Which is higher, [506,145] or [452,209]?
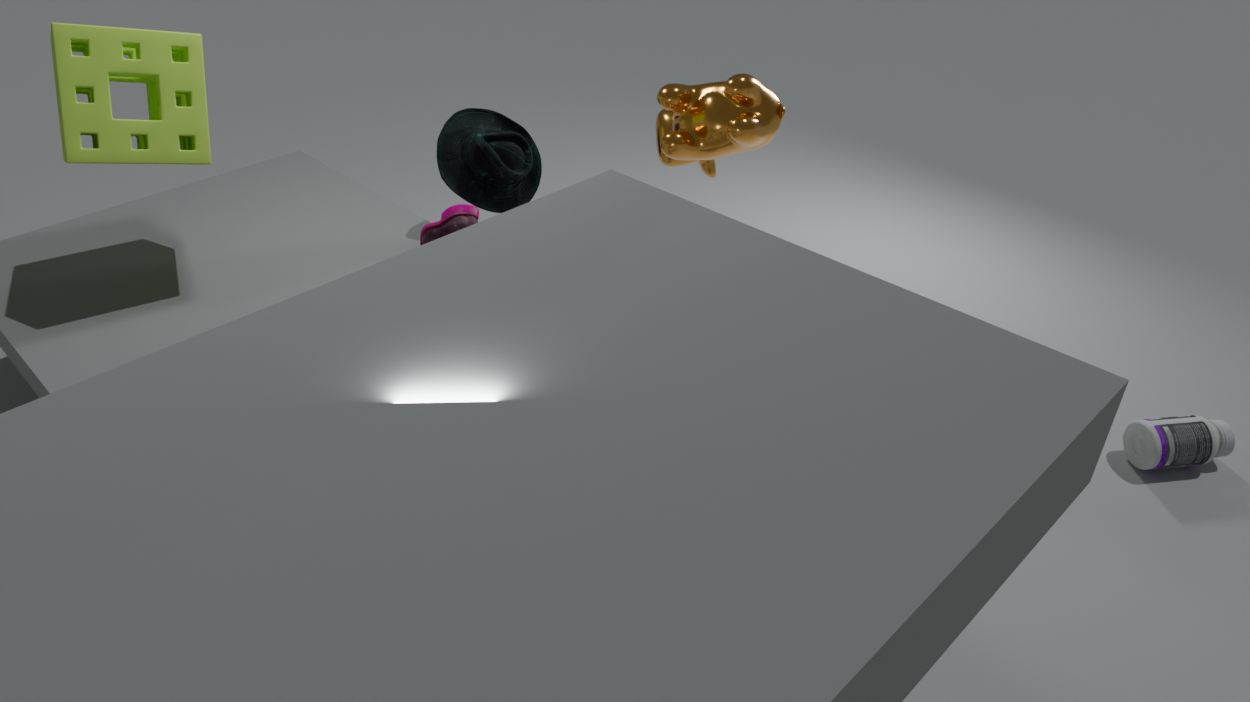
[506,145]
